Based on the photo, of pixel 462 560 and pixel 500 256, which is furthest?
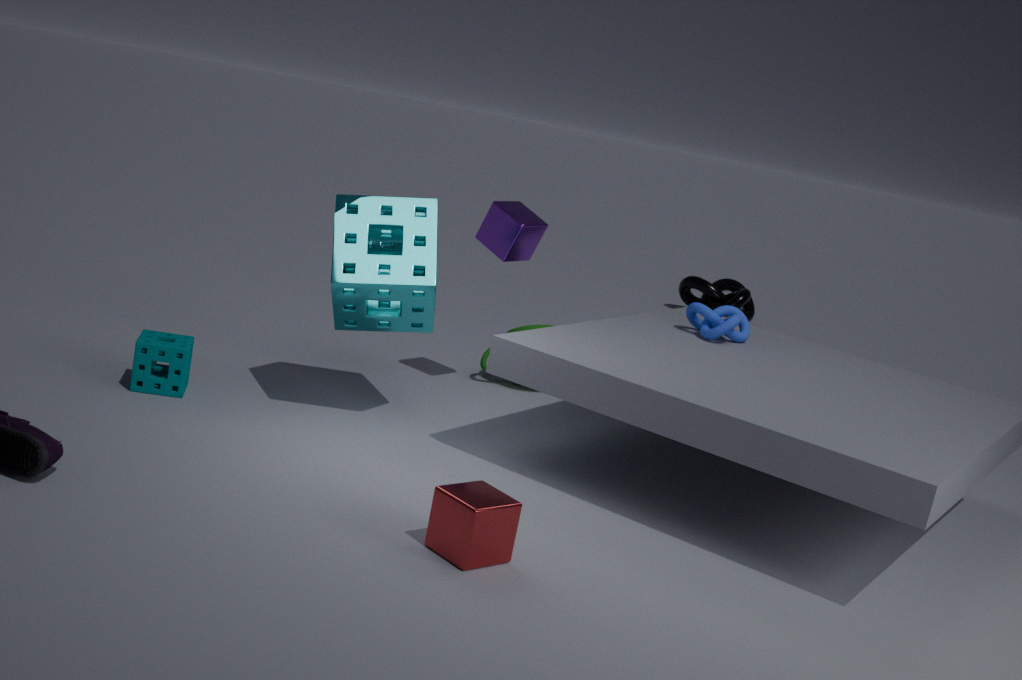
pixel 500 256
